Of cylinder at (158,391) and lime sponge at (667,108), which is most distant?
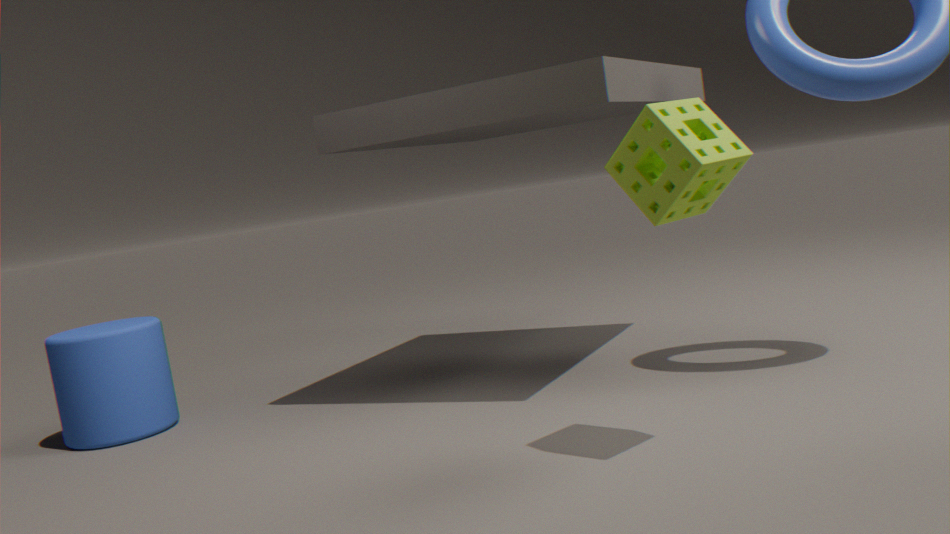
cylinder at (158,391)
